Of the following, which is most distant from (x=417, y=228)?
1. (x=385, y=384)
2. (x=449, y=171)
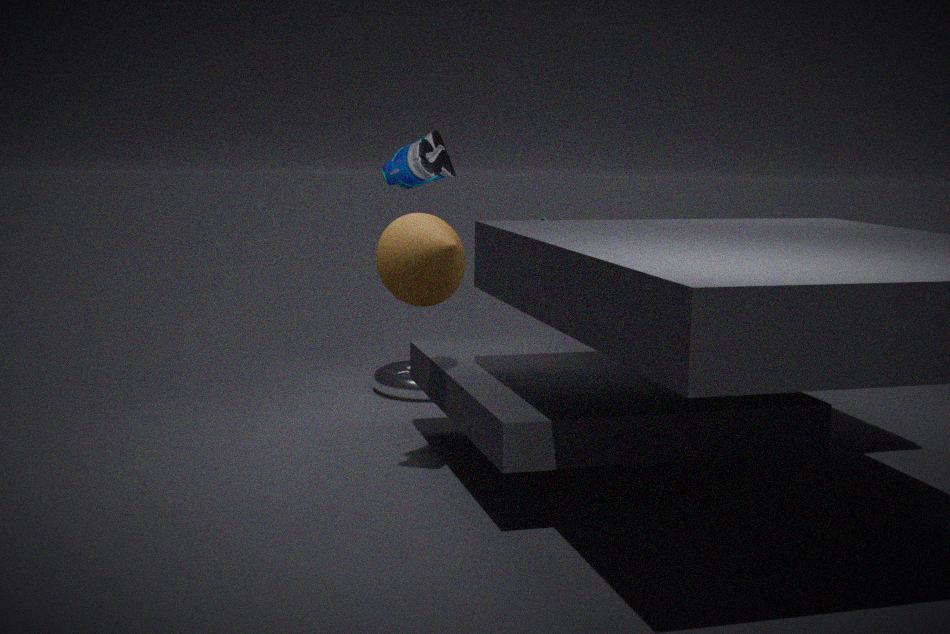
(x=449, y=171)
